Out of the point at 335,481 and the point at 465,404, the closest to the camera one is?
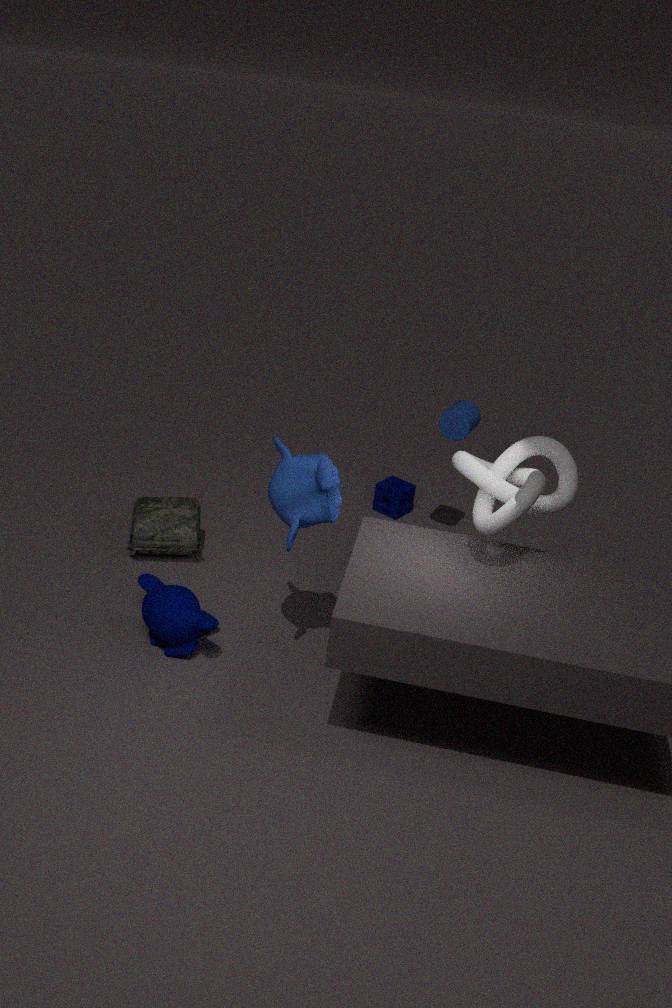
the point at 335,481
